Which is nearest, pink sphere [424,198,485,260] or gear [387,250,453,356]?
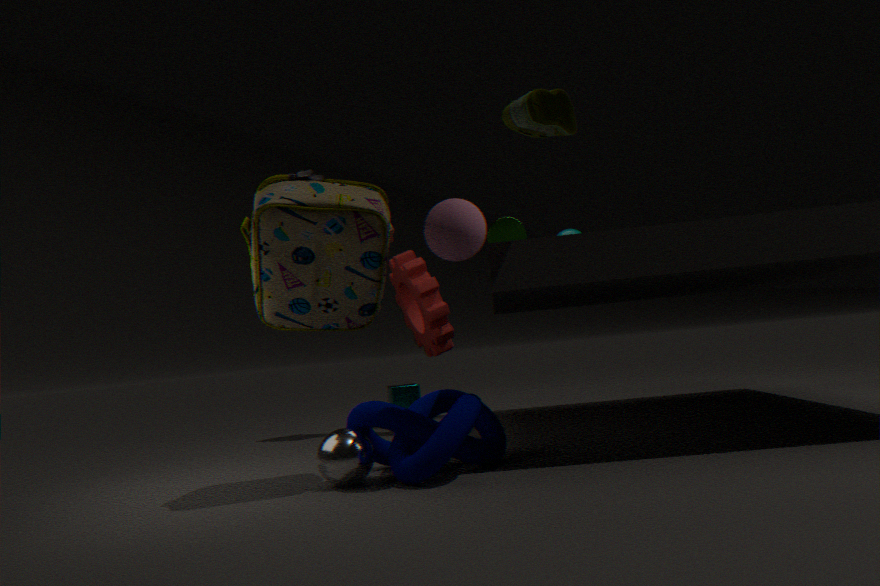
pink sphere [424,198,485,260]
